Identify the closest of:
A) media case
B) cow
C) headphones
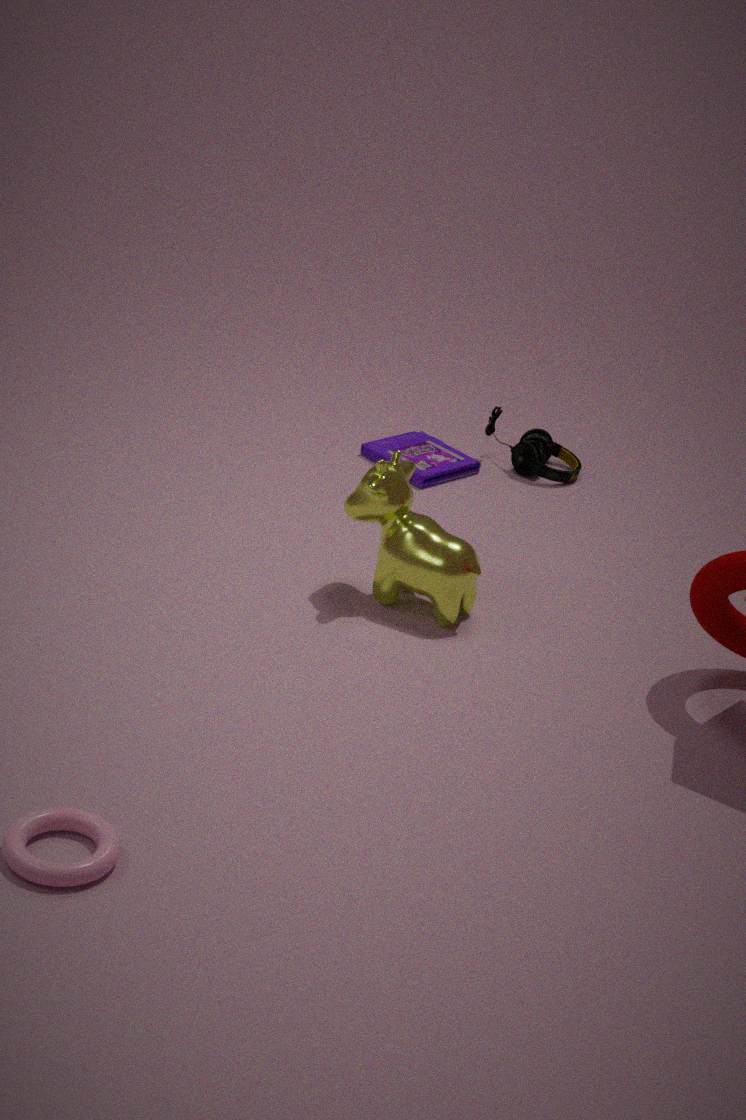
cow
